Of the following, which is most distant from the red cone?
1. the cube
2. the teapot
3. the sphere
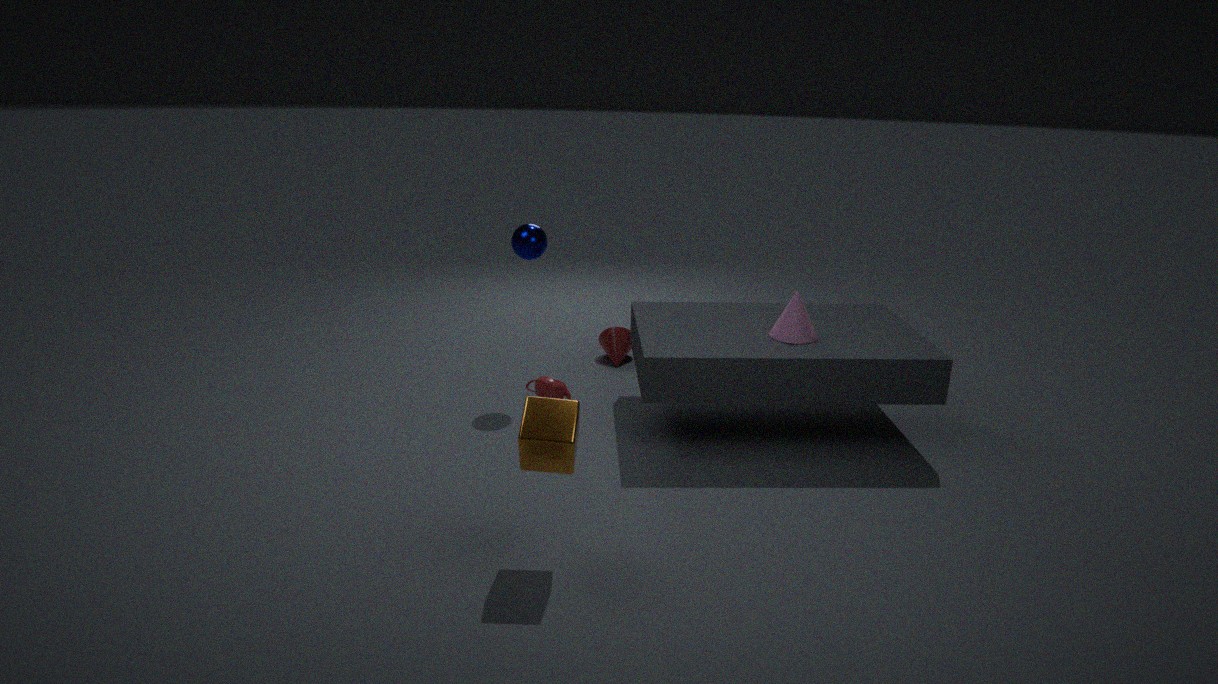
the cube
